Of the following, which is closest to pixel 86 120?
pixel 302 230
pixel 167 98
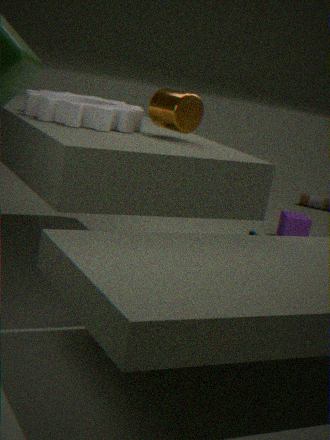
pixel 167 98
